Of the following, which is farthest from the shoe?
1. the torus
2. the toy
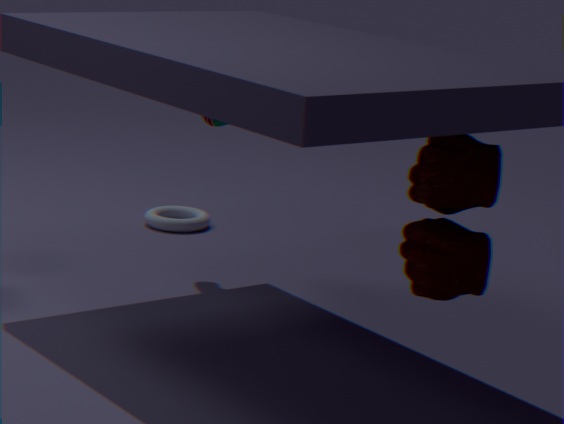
the toy
